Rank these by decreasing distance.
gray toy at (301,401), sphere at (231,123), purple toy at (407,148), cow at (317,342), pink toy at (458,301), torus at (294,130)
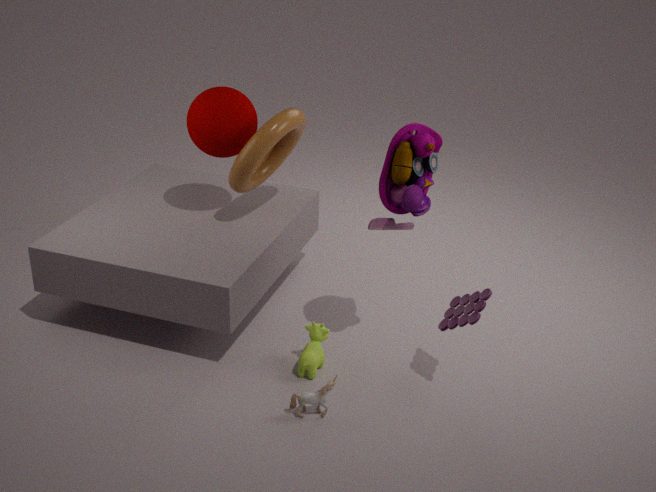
sphere at (231,123) → torus at (294,130) → cow at (317,342) → pink toy at (458,301) → purple toy at (407,148) → gray toy at (301,401)
